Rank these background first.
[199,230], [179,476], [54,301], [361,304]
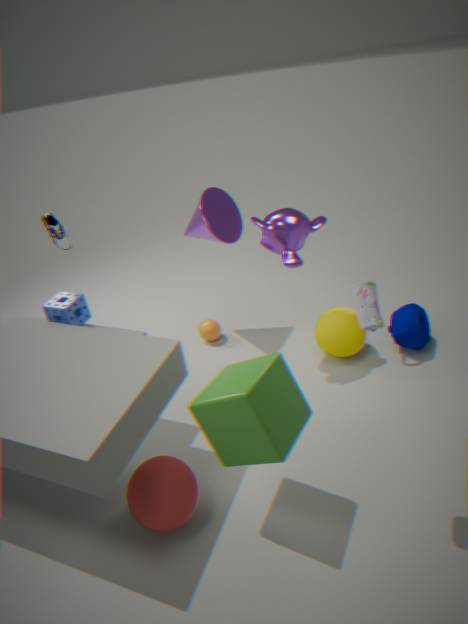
[199,230], [54,301], [179,476], [361,304]
